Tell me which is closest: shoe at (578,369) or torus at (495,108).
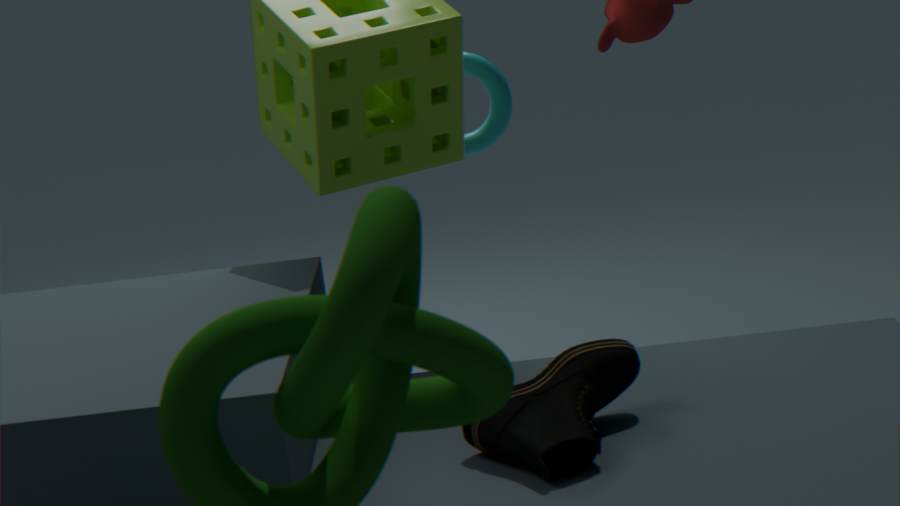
shoe at (578,369)
